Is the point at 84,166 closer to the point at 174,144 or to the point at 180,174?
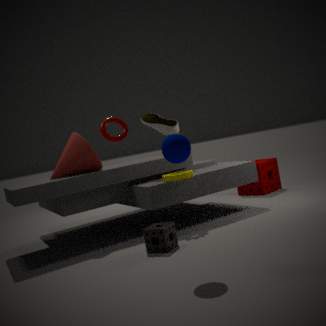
the point at 180,174
